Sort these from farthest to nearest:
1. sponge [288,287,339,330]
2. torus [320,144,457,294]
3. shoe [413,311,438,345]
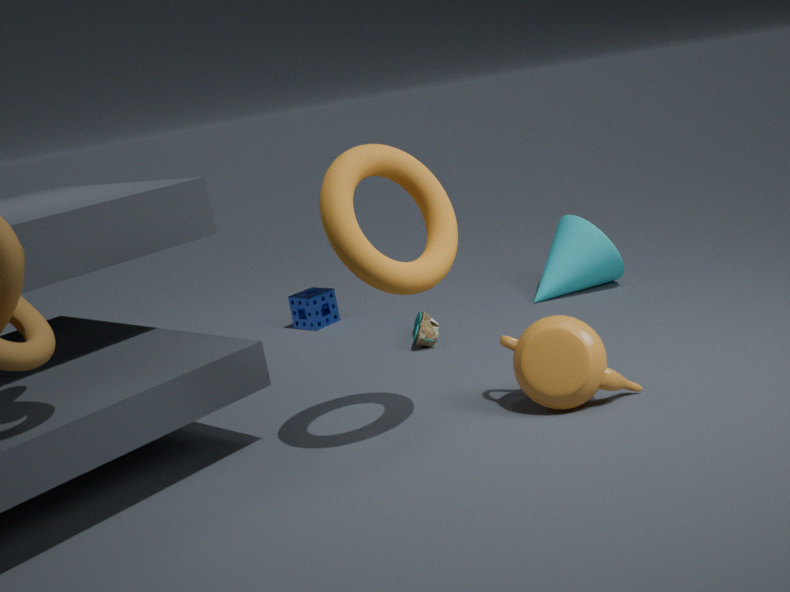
sponge [288,287,339,330]
shoe [413,311,438,345]
torus [320,144,457,294]
